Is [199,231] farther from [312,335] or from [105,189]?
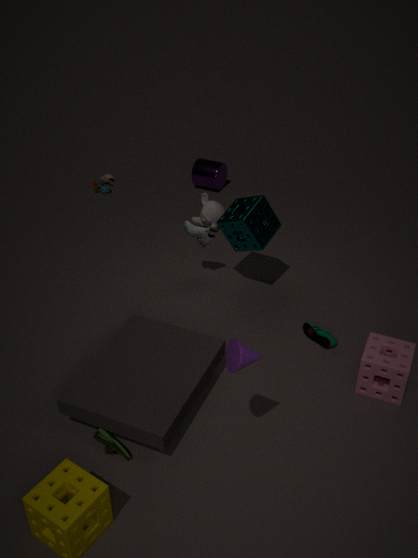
[105,189]
